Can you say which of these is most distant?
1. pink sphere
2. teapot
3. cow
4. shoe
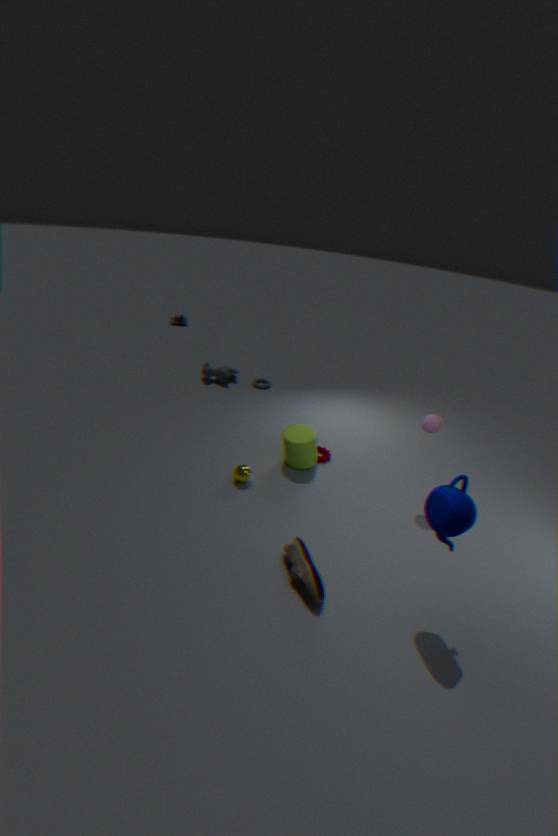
cow
